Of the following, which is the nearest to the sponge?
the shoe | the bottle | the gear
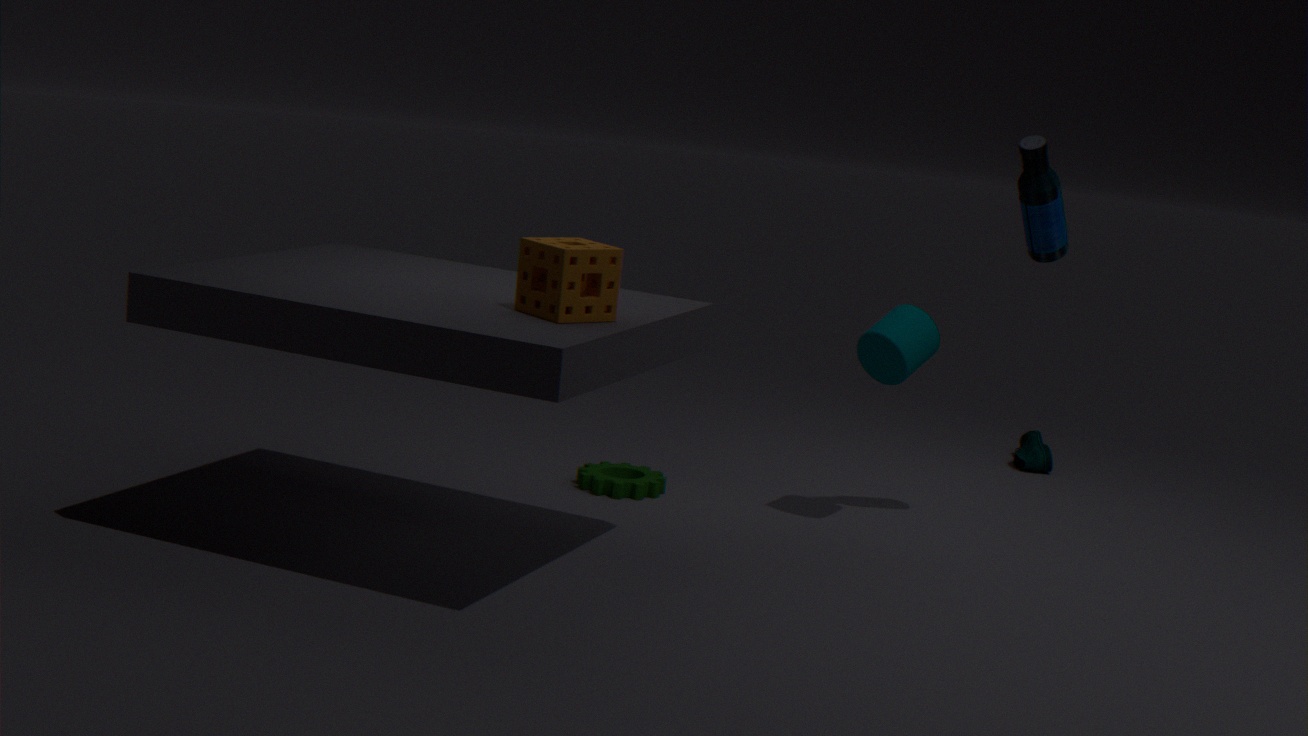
the gear
